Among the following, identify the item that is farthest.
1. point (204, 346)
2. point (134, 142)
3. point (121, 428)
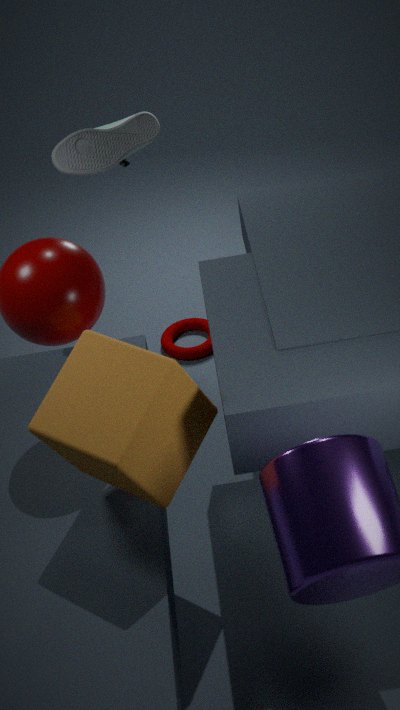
point (204, 346)
